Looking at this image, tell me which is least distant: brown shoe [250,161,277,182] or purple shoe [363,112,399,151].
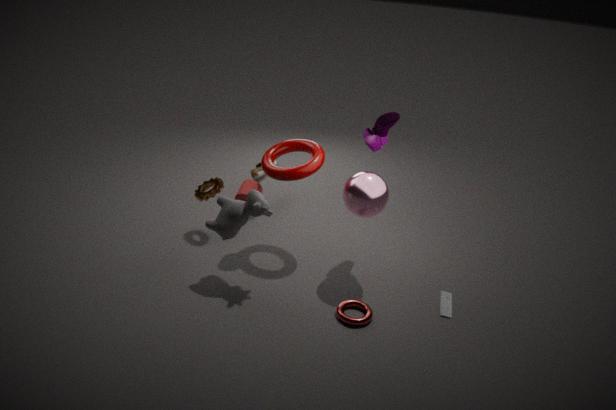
purple shoe [363,112,399,151]
